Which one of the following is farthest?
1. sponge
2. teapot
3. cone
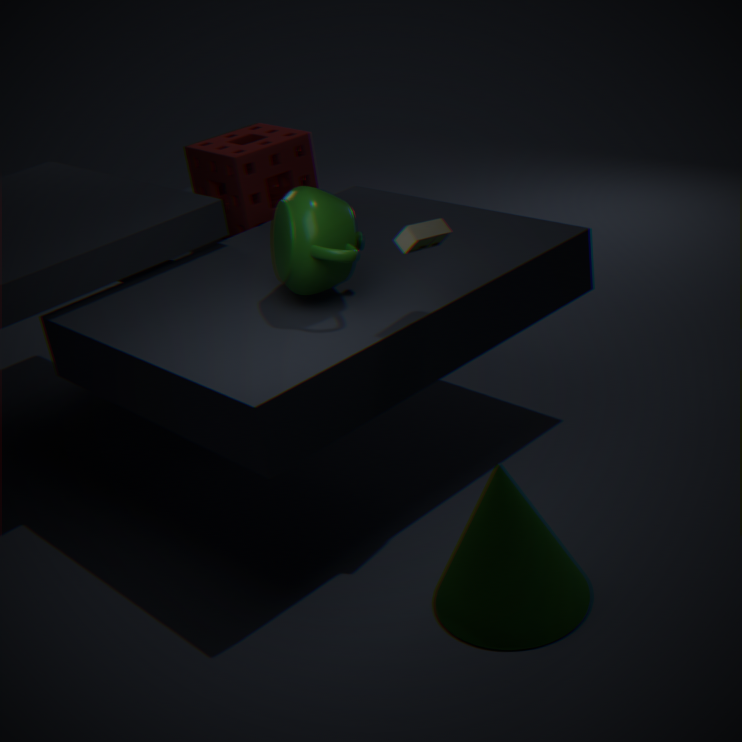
sponge
